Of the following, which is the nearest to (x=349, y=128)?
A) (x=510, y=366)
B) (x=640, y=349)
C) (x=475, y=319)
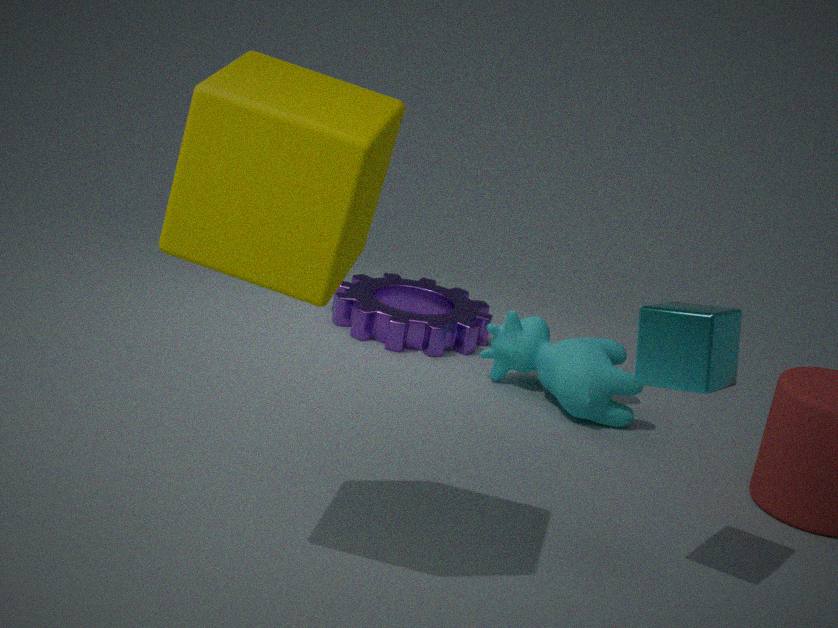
(x=640, y=349)
